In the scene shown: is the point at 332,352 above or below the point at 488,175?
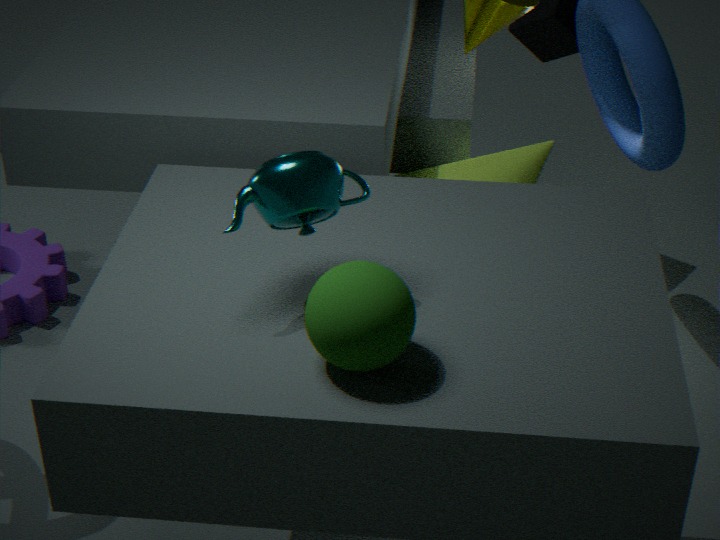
above
